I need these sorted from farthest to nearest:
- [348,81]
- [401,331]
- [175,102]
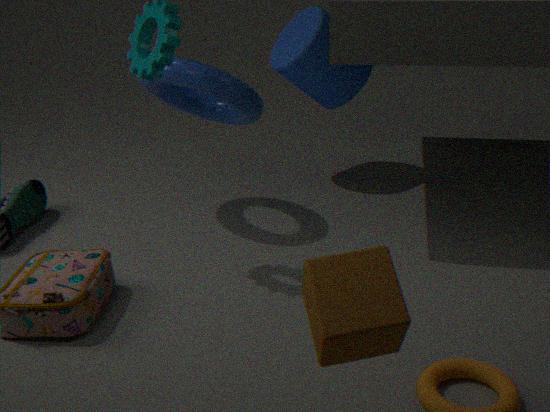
[348,81], [175,102], [401,331]
